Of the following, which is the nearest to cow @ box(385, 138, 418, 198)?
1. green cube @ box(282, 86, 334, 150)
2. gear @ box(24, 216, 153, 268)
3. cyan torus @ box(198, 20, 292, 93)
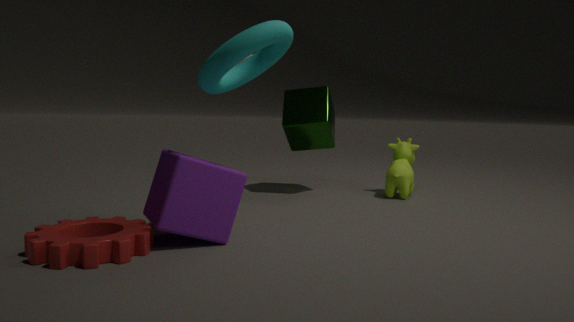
green cube @ box(282, 86, 334, 150)
